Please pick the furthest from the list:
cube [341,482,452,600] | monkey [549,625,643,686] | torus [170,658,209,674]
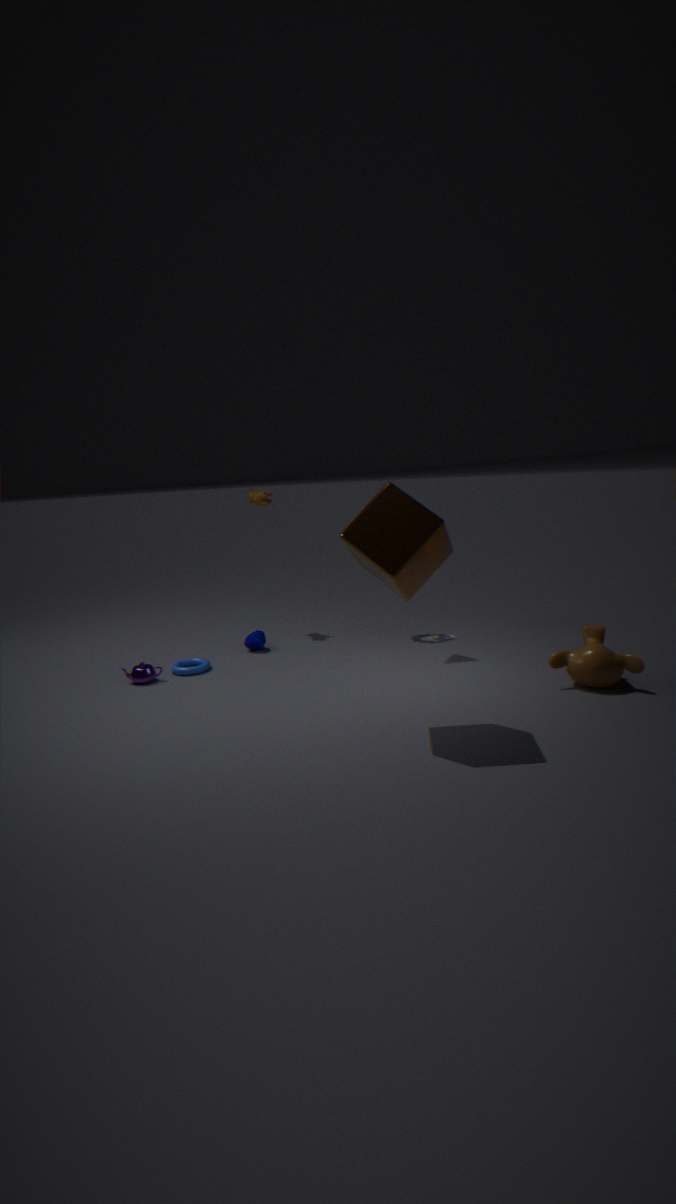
torus [170,658,209,674]
